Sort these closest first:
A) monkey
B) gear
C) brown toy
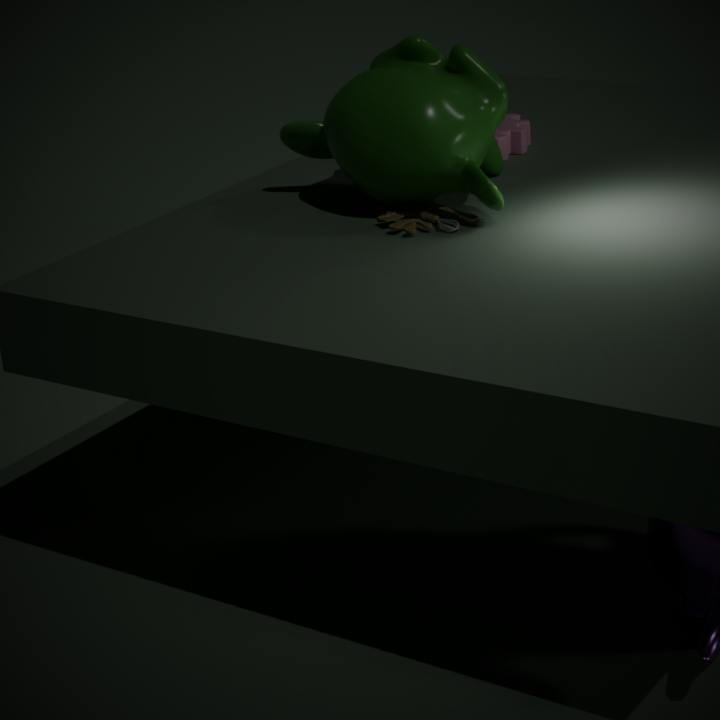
monkey
brown toy
gear
